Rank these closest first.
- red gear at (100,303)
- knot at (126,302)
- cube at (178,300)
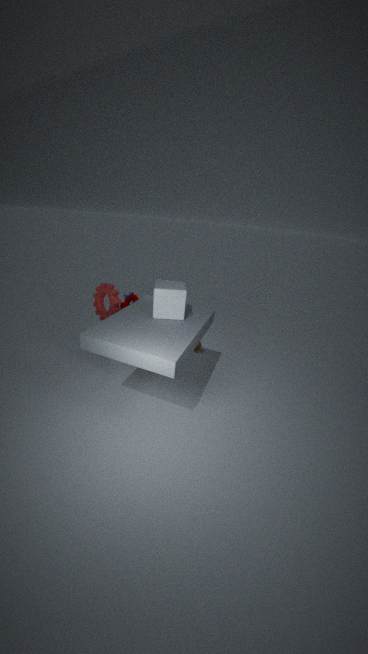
cube at (178,300) → red gear at (100,303) → knot at (126,302)
